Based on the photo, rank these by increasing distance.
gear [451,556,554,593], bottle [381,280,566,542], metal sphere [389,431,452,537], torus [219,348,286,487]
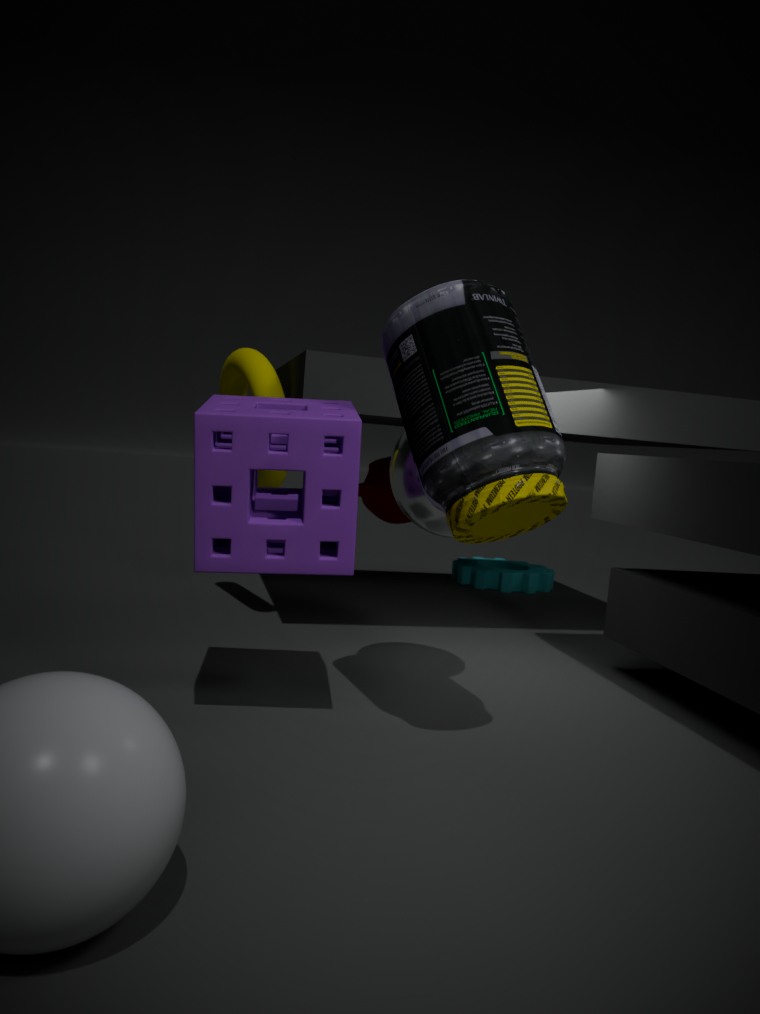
A: bottle [381,280,566,542], metal sphere [389,431,452,537], torus [219,348,286,487], gear [451,556,554,593]
